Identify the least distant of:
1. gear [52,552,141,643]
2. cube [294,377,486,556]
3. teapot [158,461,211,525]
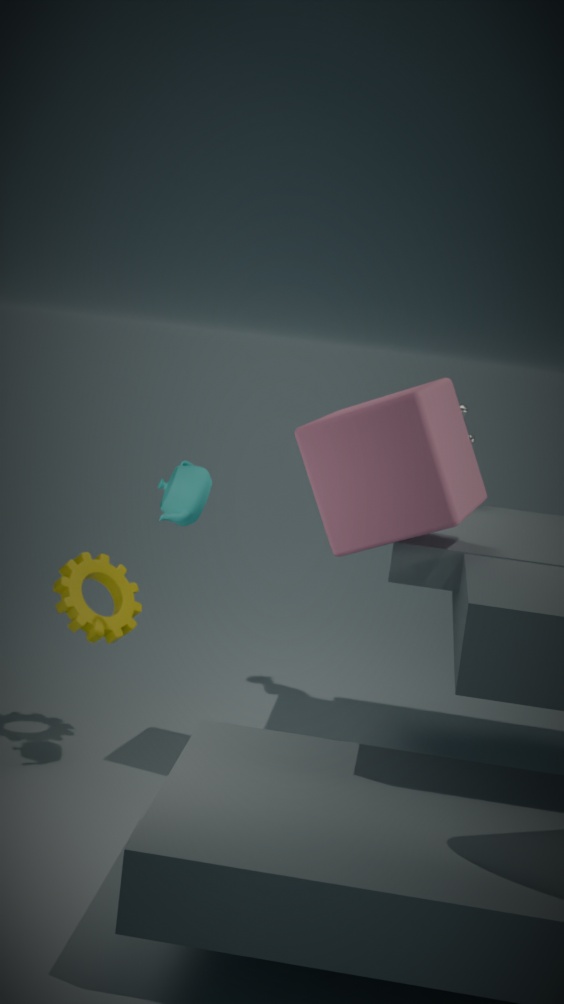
cube [294,377,486,556]
